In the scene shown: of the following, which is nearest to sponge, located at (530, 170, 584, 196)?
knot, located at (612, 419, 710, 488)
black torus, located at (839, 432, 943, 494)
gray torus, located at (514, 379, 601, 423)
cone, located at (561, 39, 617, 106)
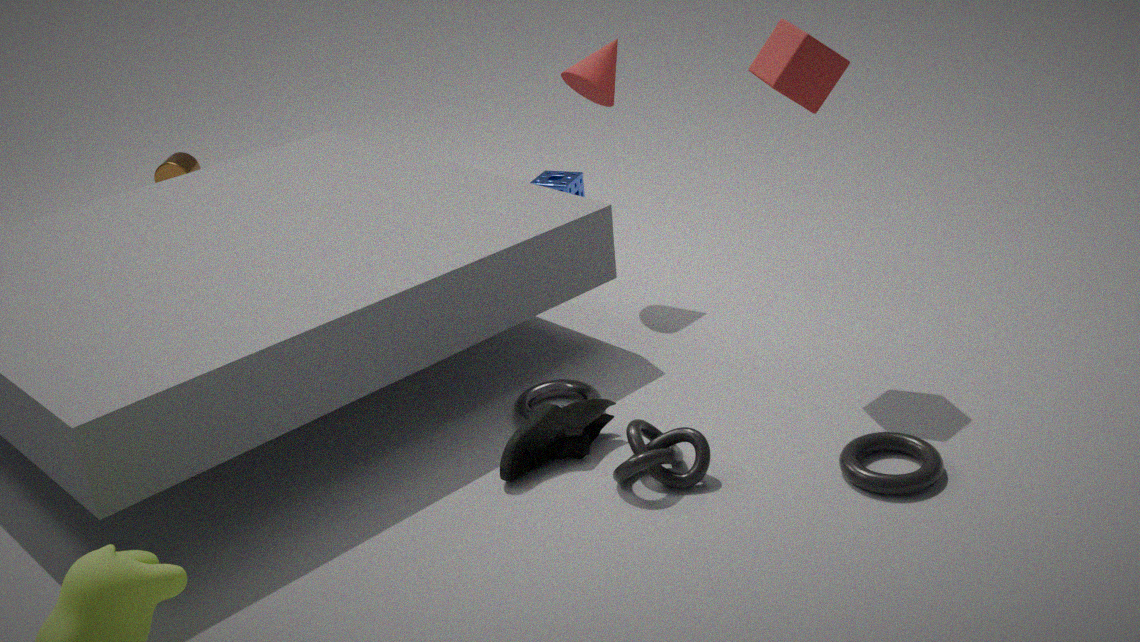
cone, located at (561, 39, 617, 106)
